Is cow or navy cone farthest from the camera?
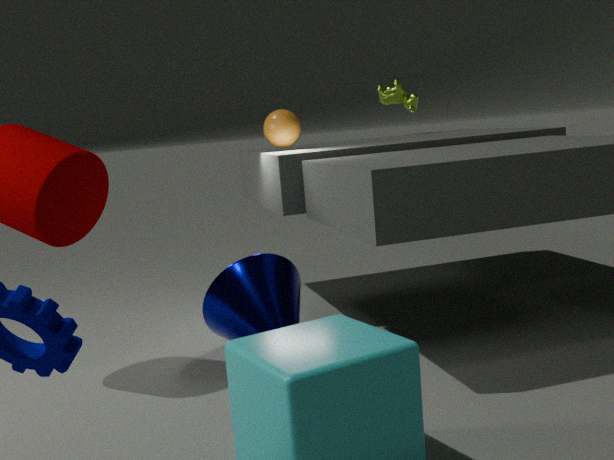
cow
